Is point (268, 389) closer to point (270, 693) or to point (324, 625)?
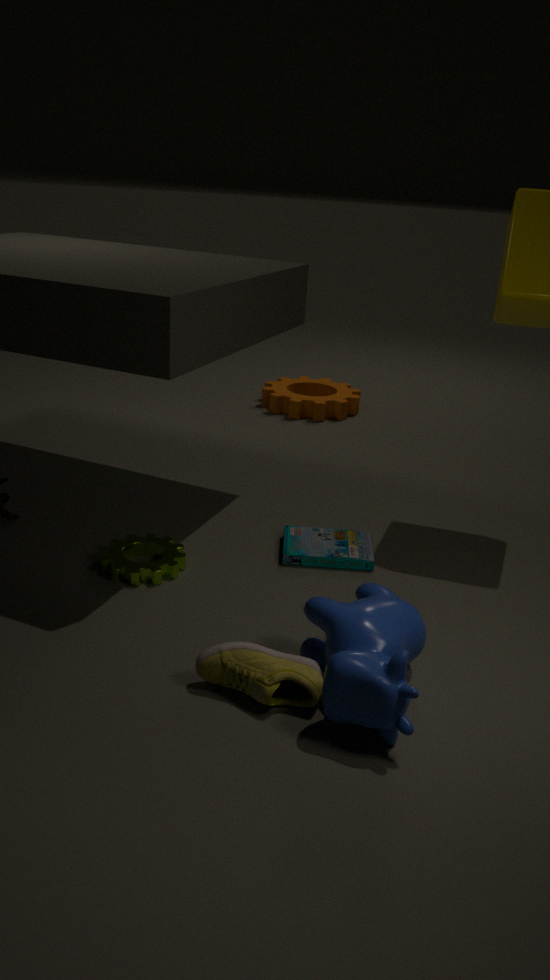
point (324, 625)
